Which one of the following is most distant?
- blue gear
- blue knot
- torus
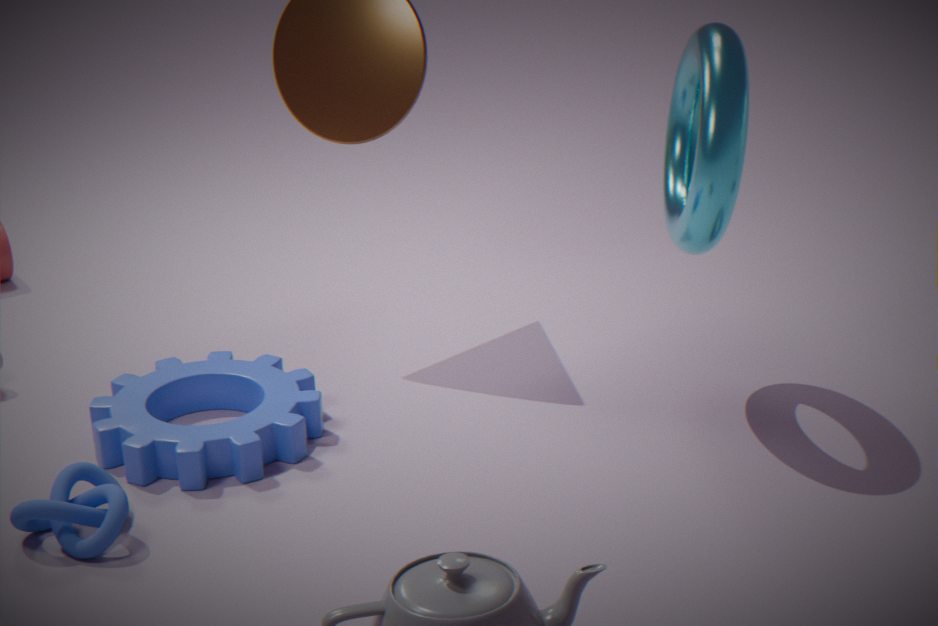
blue gear
